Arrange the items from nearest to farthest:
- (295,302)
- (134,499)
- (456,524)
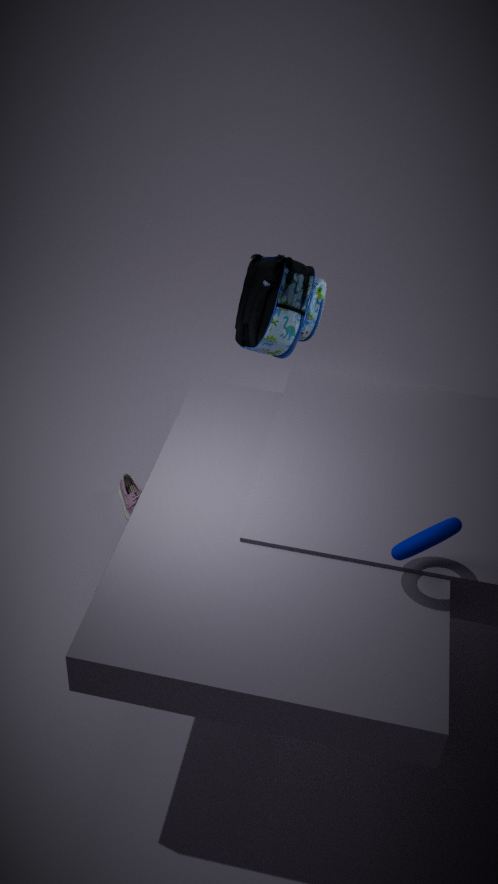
(456,524) < (295,302) < (134,499)
